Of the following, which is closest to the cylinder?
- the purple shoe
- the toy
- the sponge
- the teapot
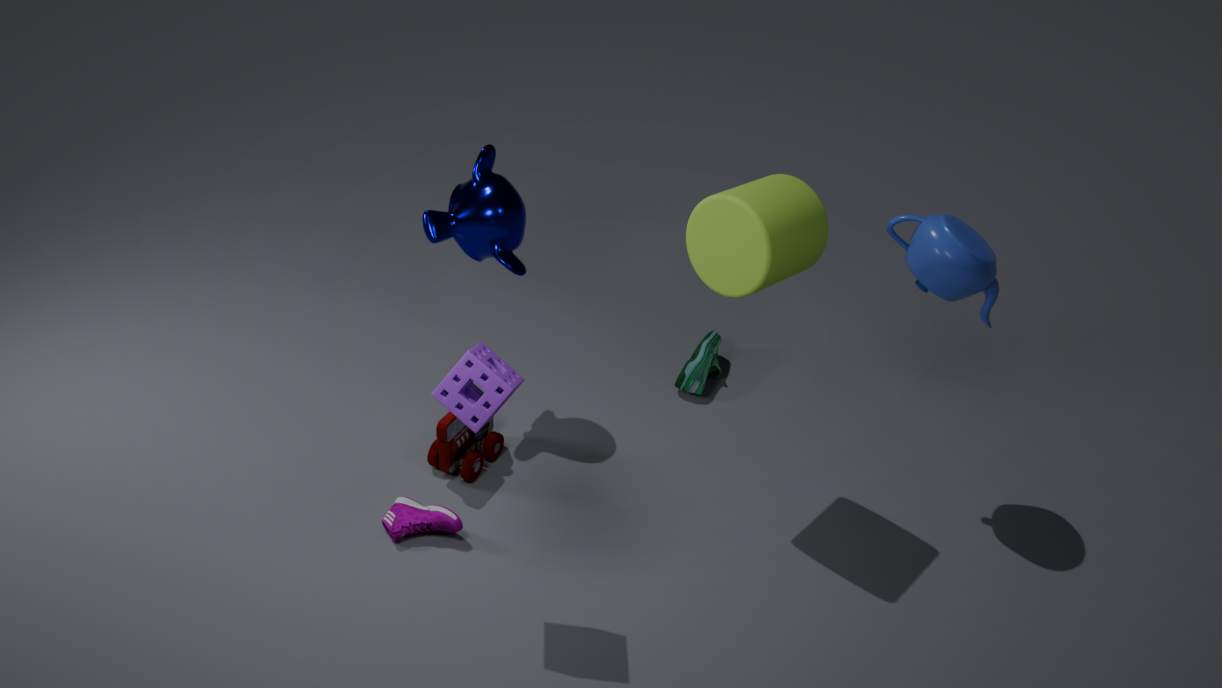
the teapot
